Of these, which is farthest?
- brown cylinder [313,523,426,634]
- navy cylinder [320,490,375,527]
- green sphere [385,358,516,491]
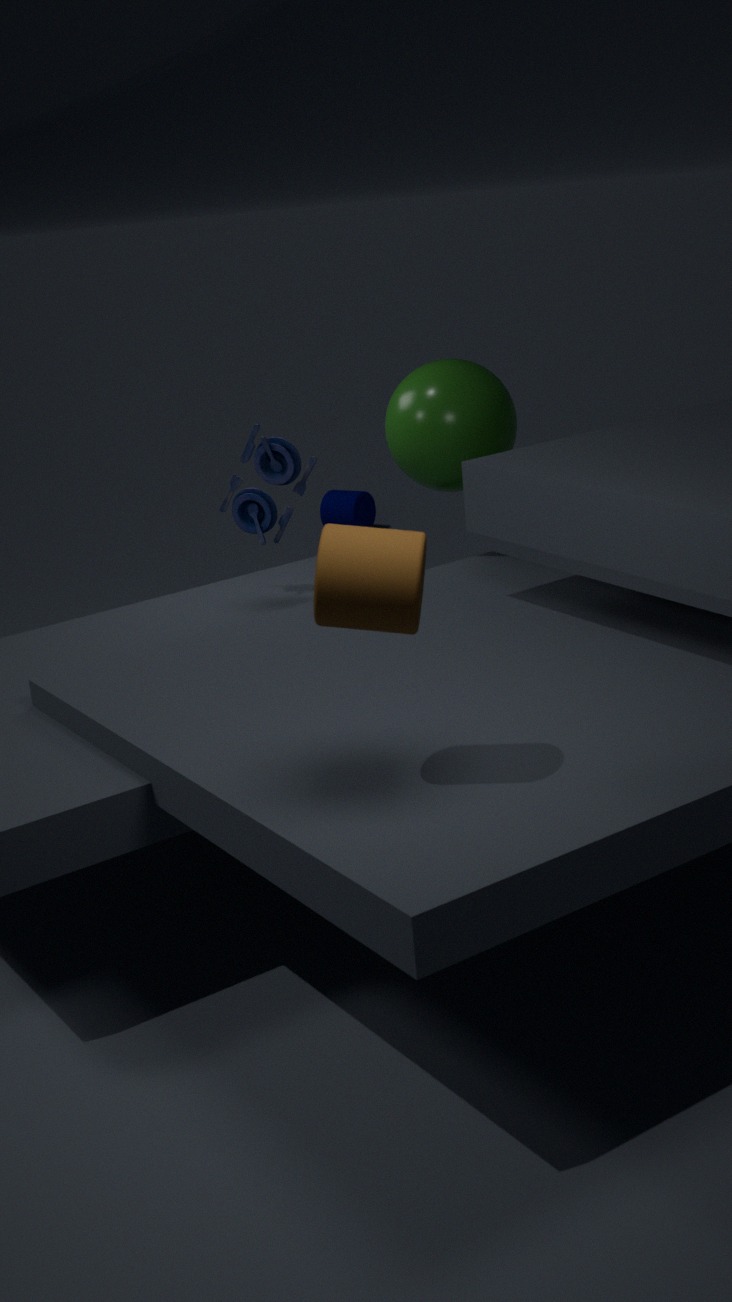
navy cylinder [320,490,375,527]
